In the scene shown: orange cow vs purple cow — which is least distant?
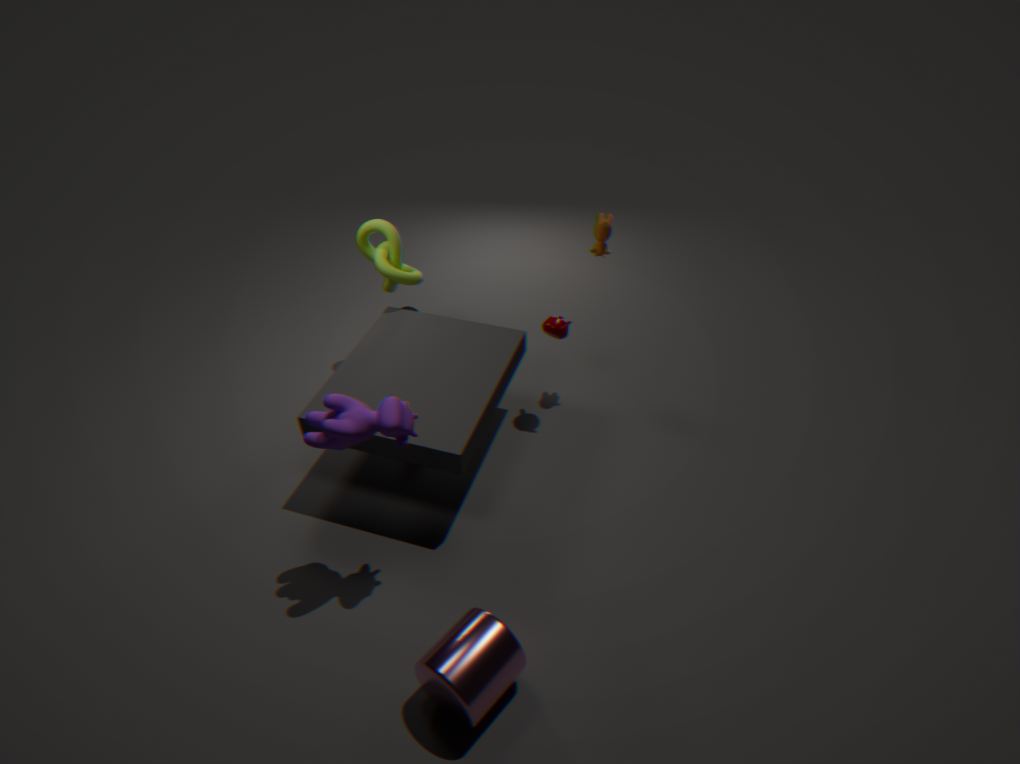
purple cow
